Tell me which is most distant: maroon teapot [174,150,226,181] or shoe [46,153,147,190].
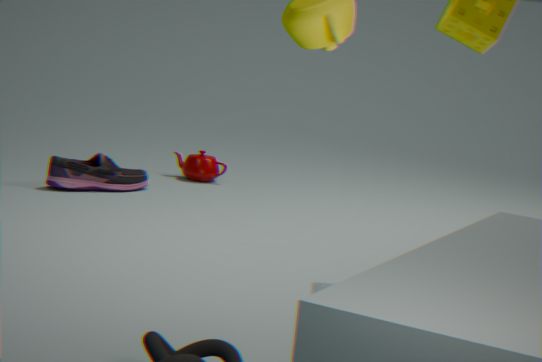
maroon teapot [174,150,226,181]
